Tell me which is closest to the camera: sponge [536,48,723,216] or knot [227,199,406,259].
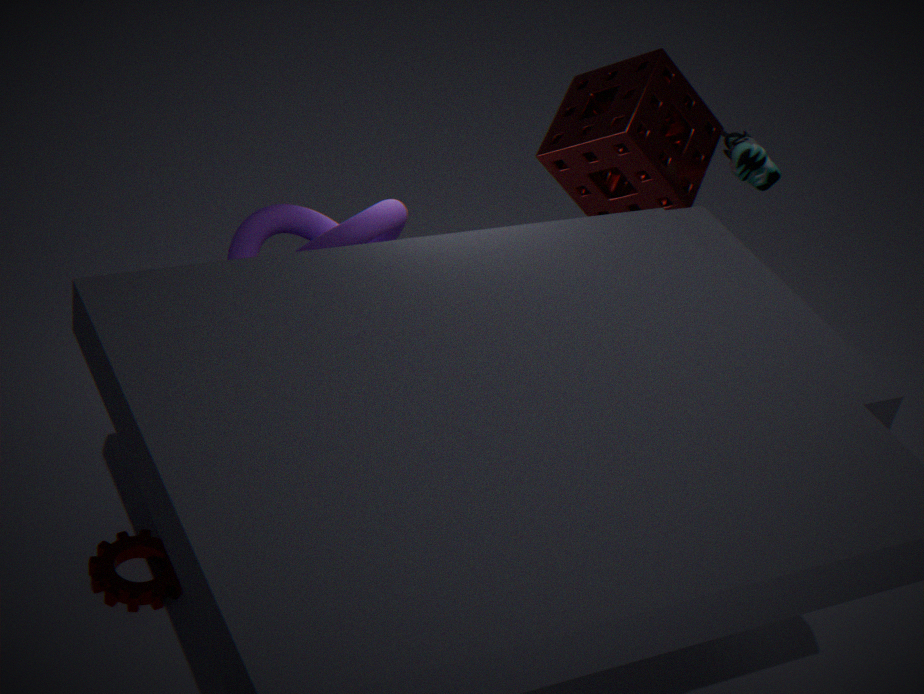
knot [227,199,406,259]
